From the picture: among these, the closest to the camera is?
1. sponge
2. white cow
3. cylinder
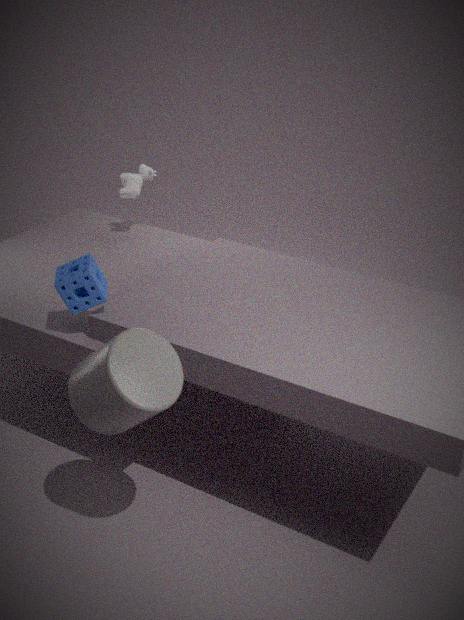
cylinder
